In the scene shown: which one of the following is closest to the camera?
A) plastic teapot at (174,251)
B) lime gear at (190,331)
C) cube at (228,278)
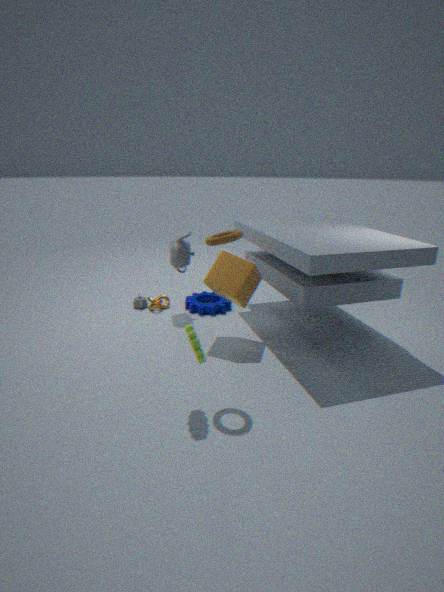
lime gear at (190,331)
